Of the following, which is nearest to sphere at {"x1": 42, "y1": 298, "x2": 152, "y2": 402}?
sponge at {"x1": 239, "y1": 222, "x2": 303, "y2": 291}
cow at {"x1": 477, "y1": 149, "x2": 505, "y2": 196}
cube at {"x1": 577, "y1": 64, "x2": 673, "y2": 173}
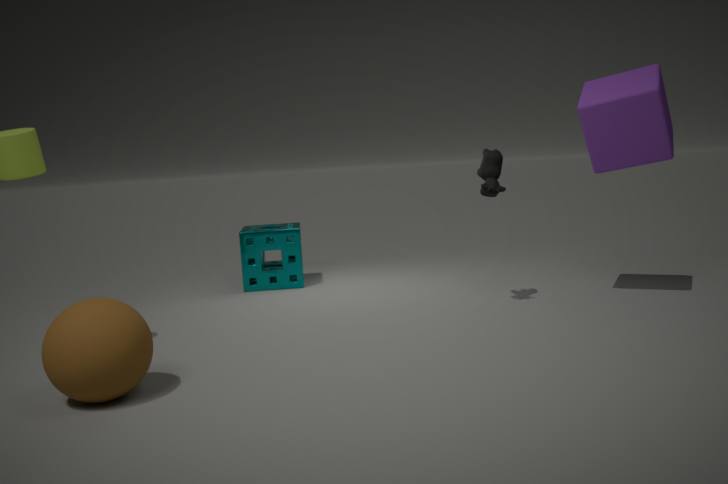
sponge at {"x1": 239, "y1": 222, "x2": 303, "y2": 291}
